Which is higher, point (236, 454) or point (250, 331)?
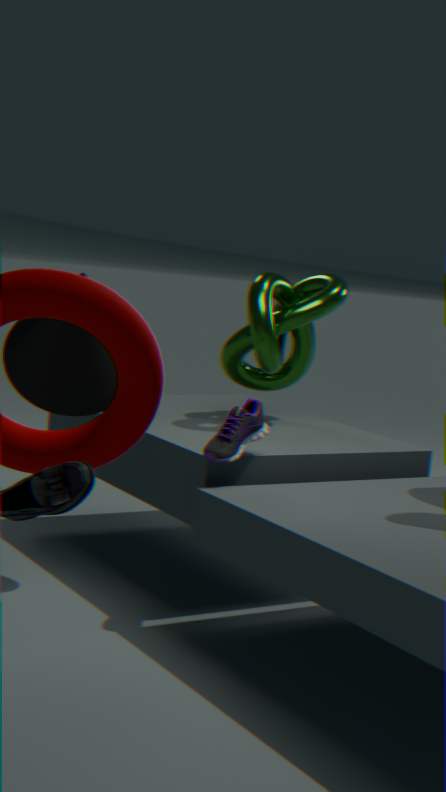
point (250, 331)
